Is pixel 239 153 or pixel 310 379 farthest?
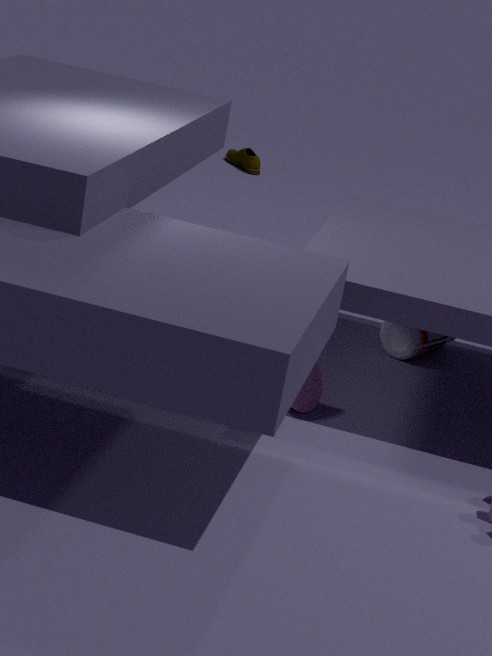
pixel 239 153
